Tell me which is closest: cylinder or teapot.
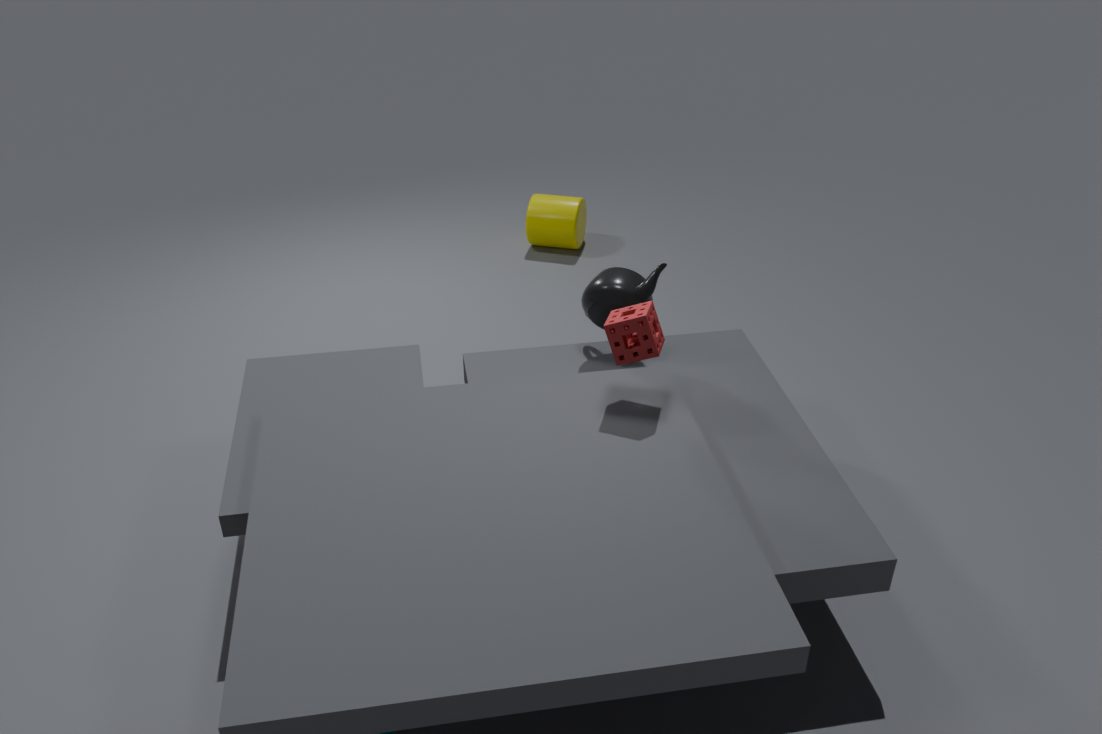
teapot
